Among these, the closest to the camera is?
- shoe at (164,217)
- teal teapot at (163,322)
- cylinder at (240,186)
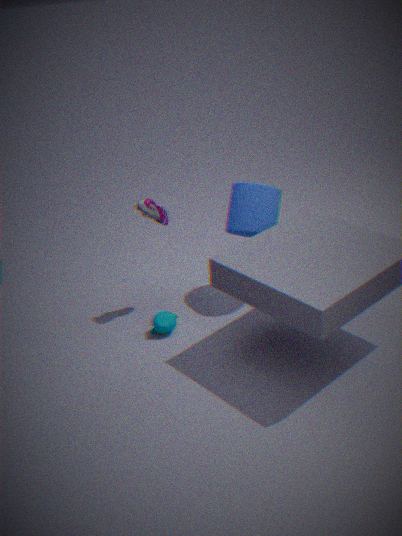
shoe at (164,217)
